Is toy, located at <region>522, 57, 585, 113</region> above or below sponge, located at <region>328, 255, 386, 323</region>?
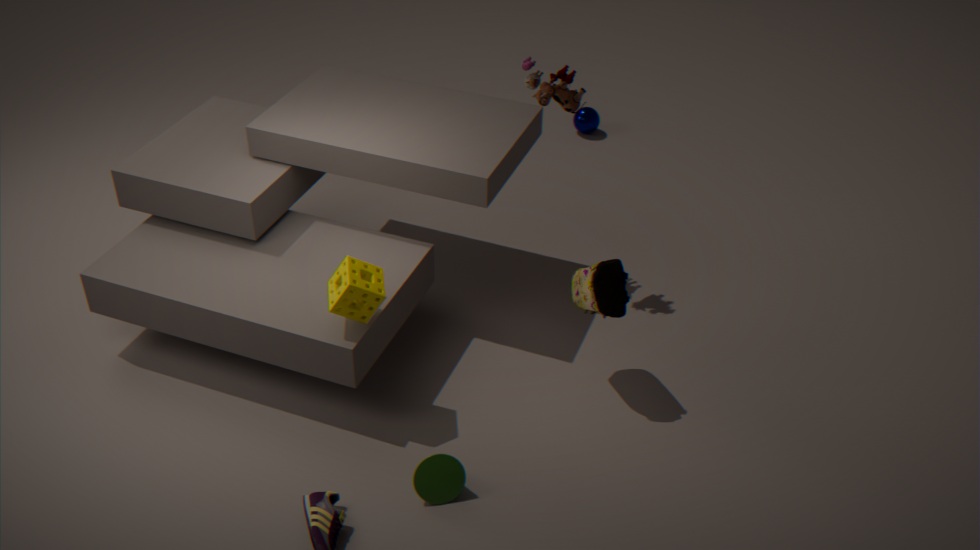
above
